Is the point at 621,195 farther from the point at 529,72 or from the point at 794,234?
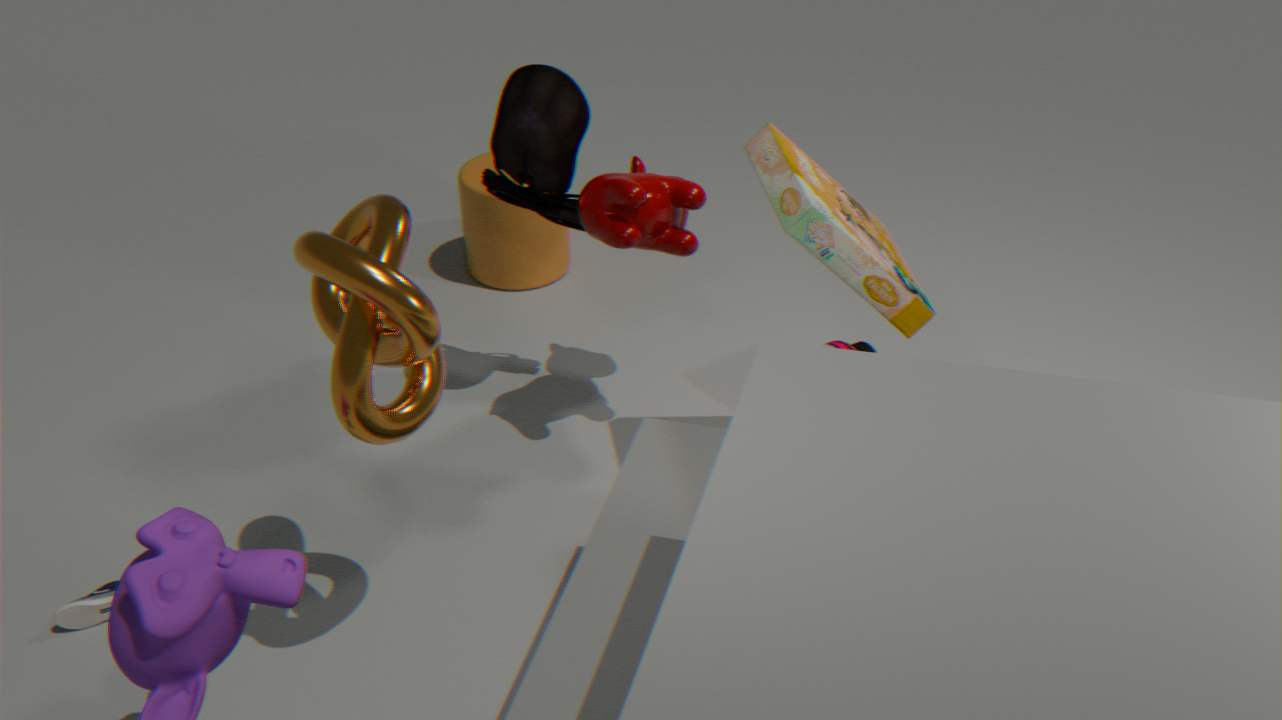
the point at 794,234
